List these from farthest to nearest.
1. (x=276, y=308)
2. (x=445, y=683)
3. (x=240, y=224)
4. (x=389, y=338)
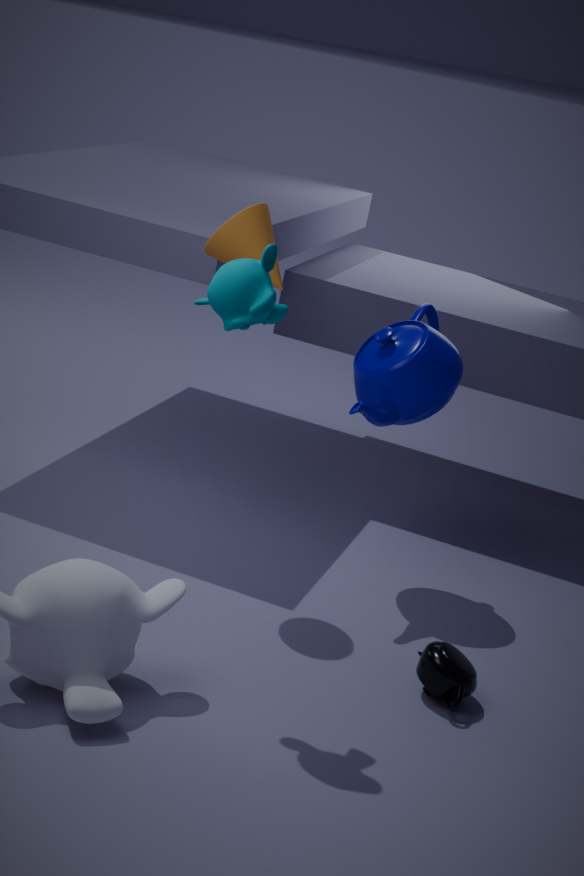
(x=389, y=338)
(x=240, y=224)
(x=445, y=683)
(x=276, y=308)
